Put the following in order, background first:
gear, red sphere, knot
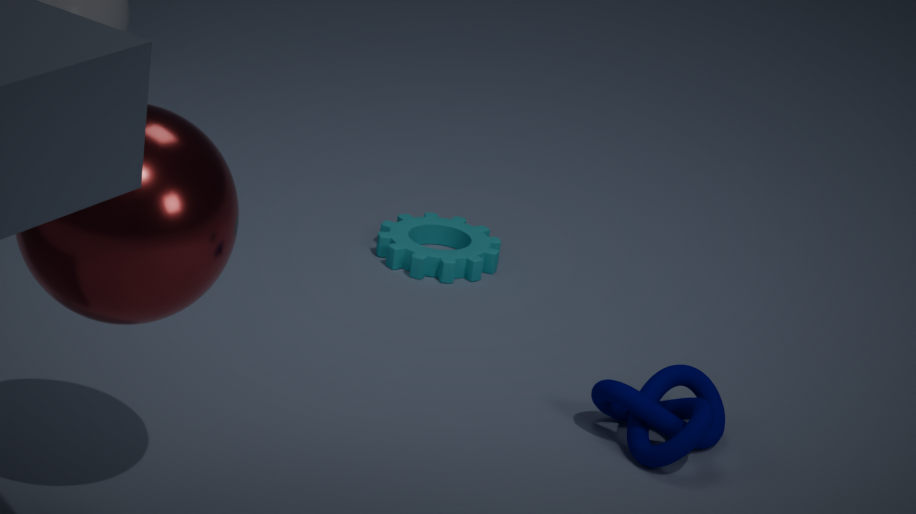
gear < knot < red sphere
